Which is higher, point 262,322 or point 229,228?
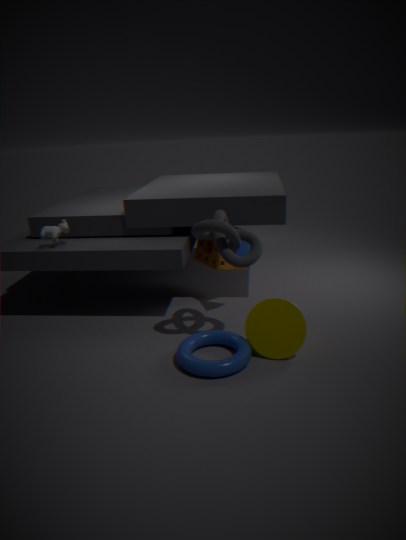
point 229,228
